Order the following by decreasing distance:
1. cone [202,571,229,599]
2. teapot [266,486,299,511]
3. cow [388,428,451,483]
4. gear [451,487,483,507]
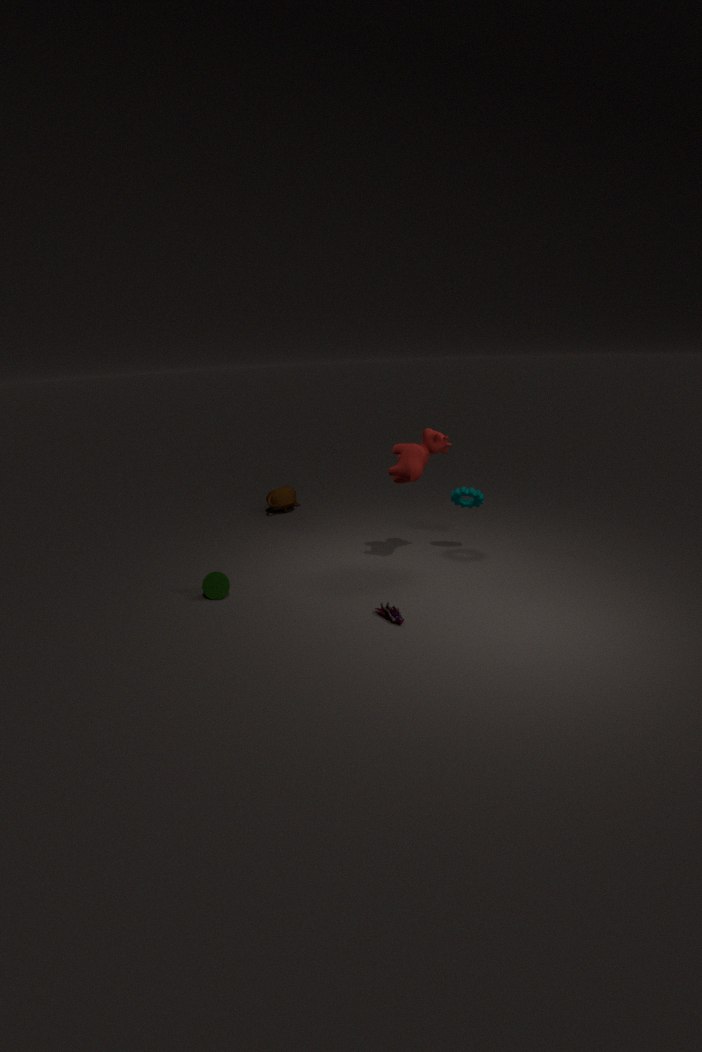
teapot [266,486,299,511] → gear [451,487,483,507] → cone [202,571,229,599] → cow [388,428,451,483]
